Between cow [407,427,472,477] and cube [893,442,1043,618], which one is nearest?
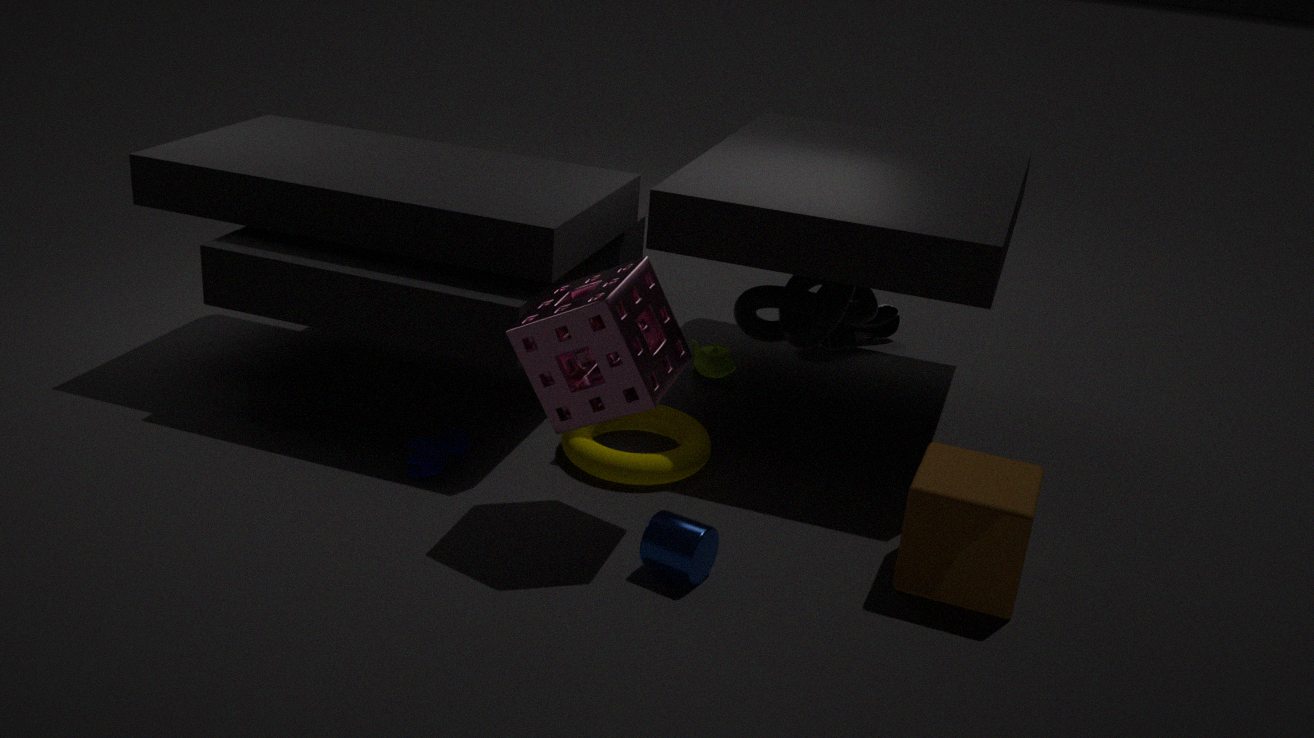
cube [893,442,1043,618]
